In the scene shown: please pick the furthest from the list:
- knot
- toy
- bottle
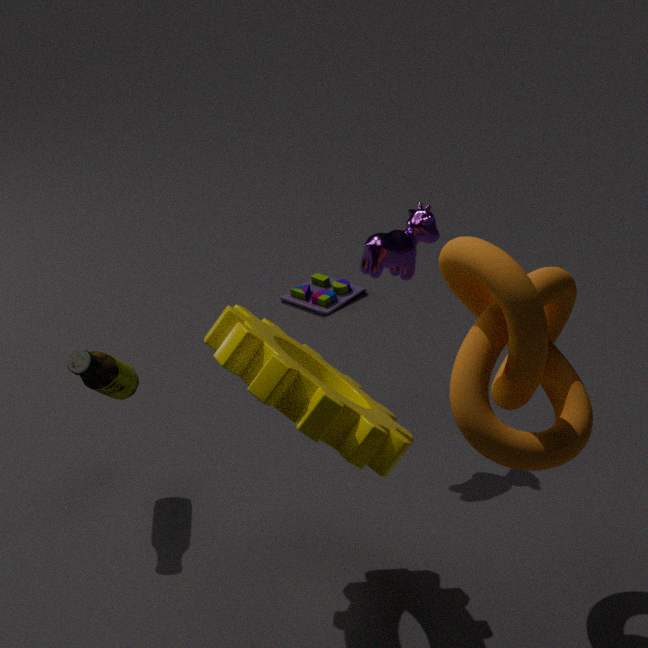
toy
